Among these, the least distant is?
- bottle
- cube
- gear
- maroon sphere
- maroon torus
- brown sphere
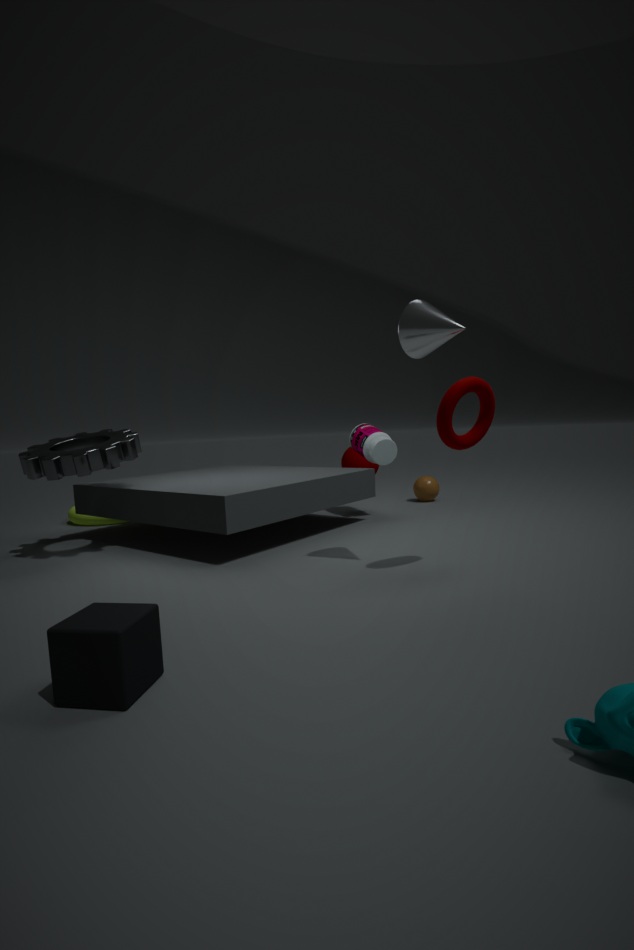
cube
